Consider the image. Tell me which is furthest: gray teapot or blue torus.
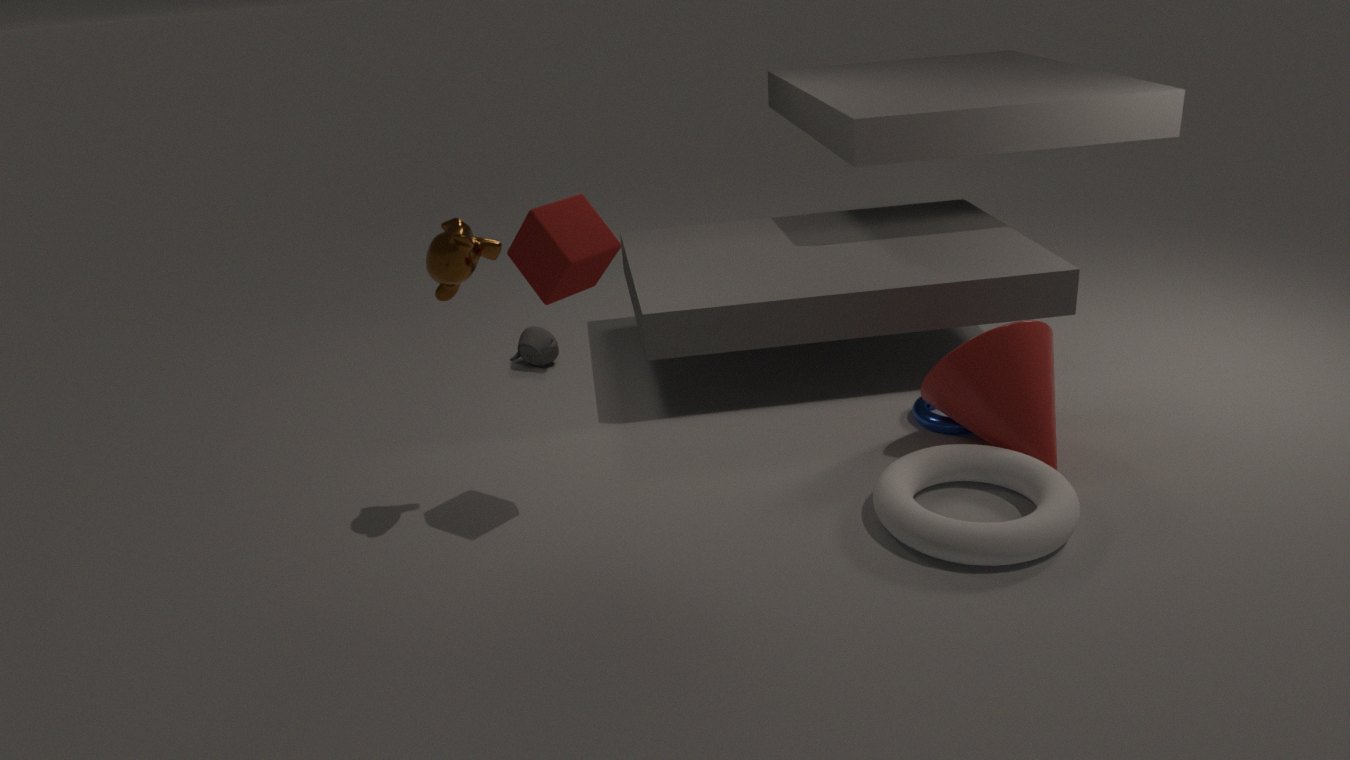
gray teapot
